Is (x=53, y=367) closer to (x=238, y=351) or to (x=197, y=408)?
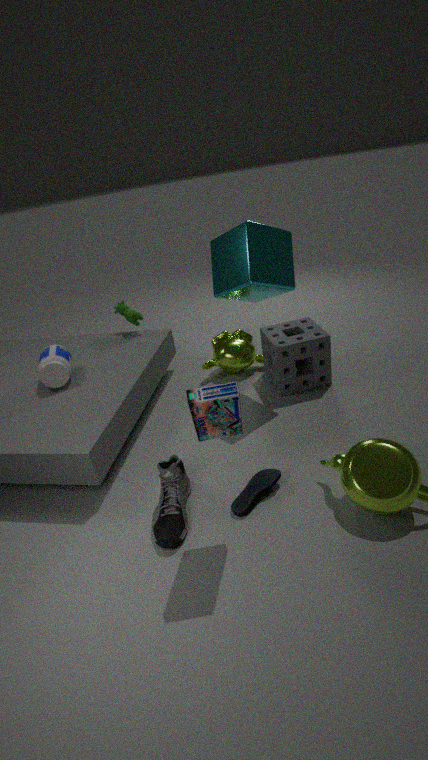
(x=238, y=351)
